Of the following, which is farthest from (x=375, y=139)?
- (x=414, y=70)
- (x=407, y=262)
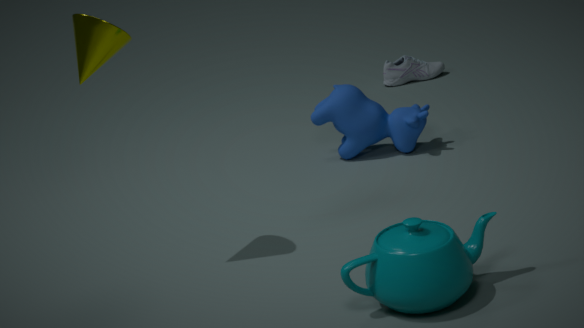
(x=407, y=262)
